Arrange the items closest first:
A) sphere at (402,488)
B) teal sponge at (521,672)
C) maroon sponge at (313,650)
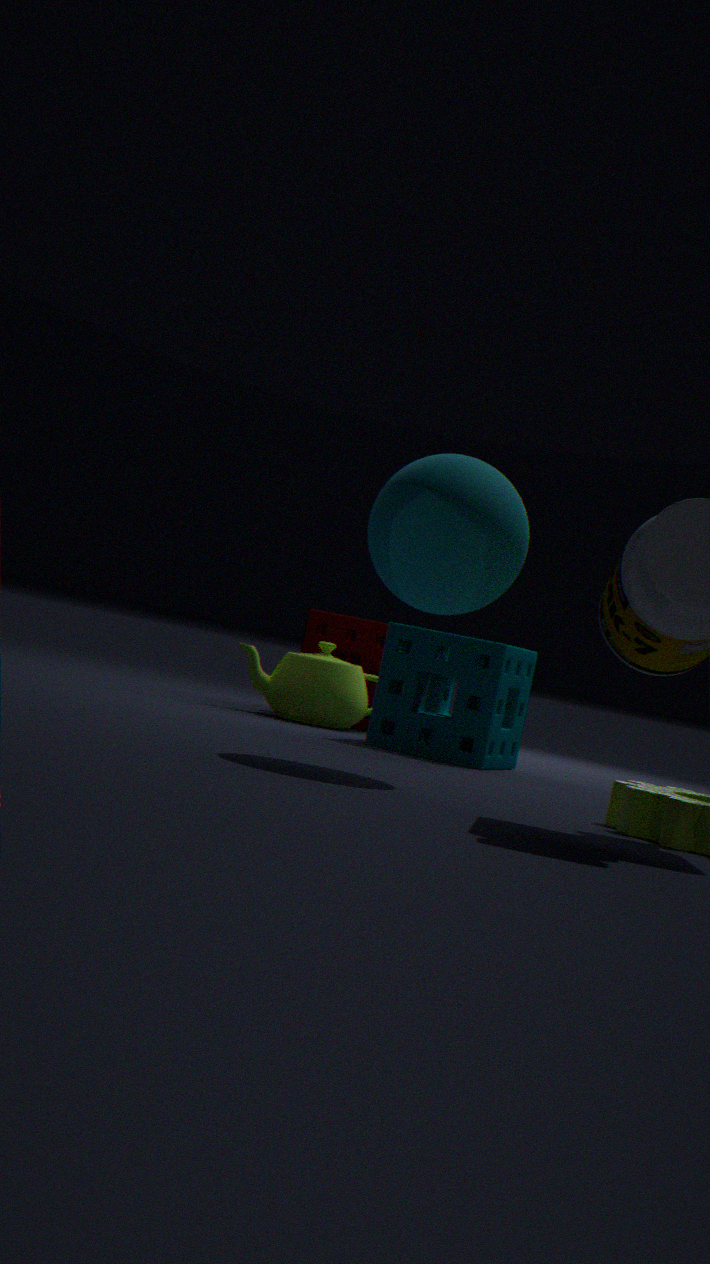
sphere at (402,488) < teal sponge at (521,672) < maroon sponge at (313,650)
